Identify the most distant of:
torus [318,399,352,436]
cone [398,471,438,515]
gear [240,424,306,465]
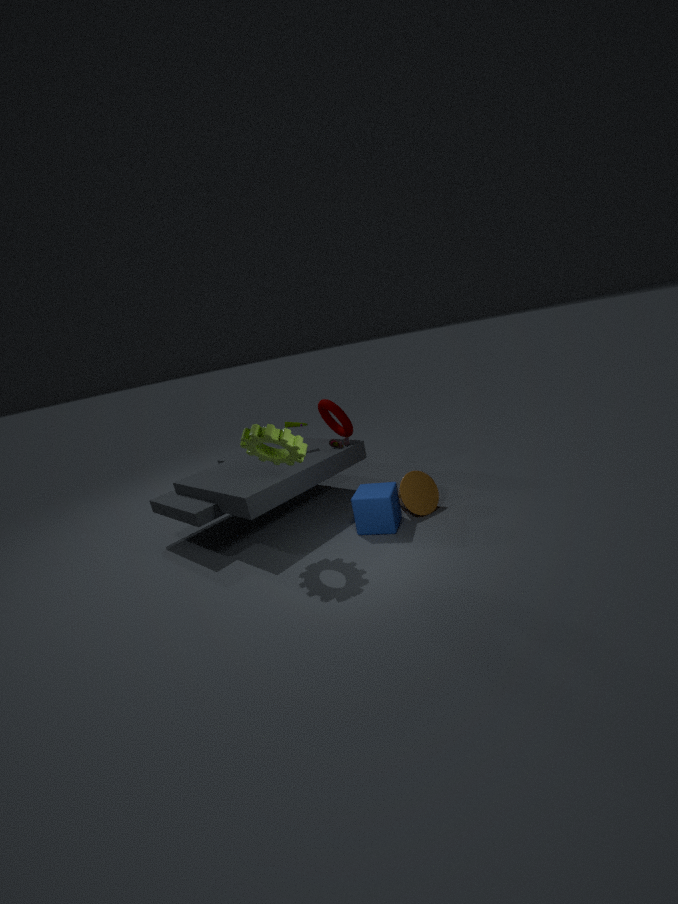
torus [318,399,352,436]
